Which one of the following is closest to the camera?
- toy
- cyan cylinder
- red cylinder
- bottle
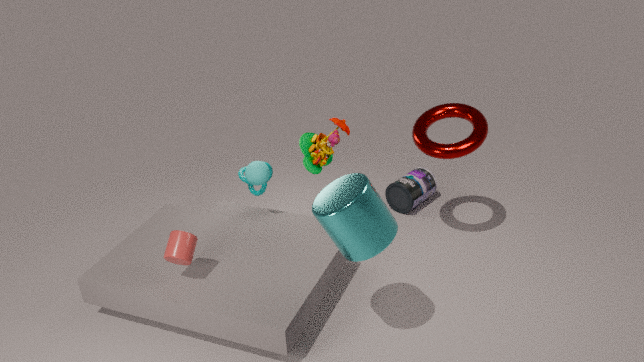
cyan cylinder
